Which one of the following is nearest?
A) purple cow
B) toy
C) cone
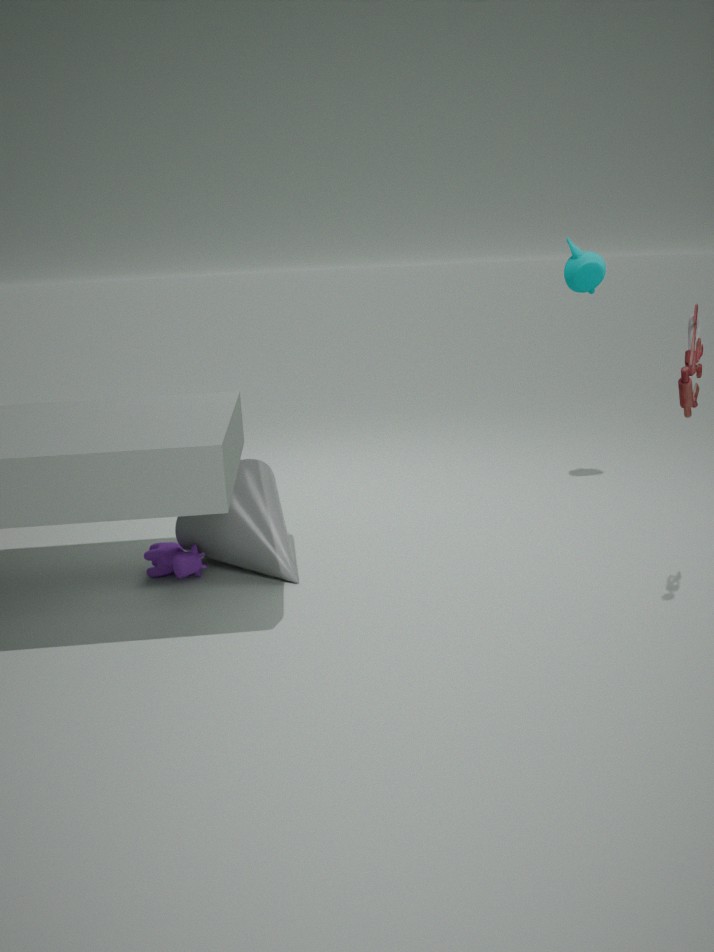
toy
